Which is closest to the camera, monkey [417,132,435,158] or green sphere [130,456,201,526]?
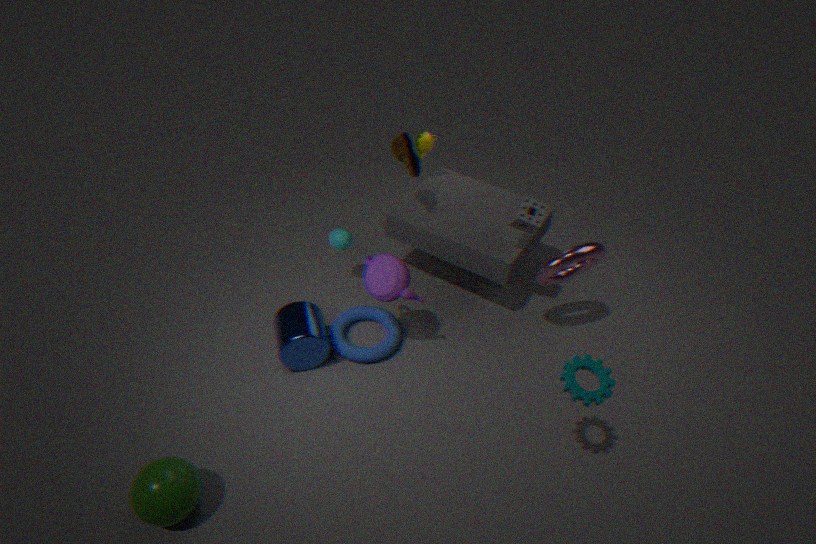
green sphere [130,456,201,526]
